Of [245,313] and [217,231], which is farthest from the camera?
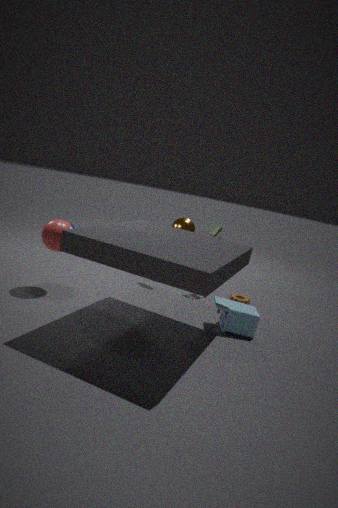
[217,231]
